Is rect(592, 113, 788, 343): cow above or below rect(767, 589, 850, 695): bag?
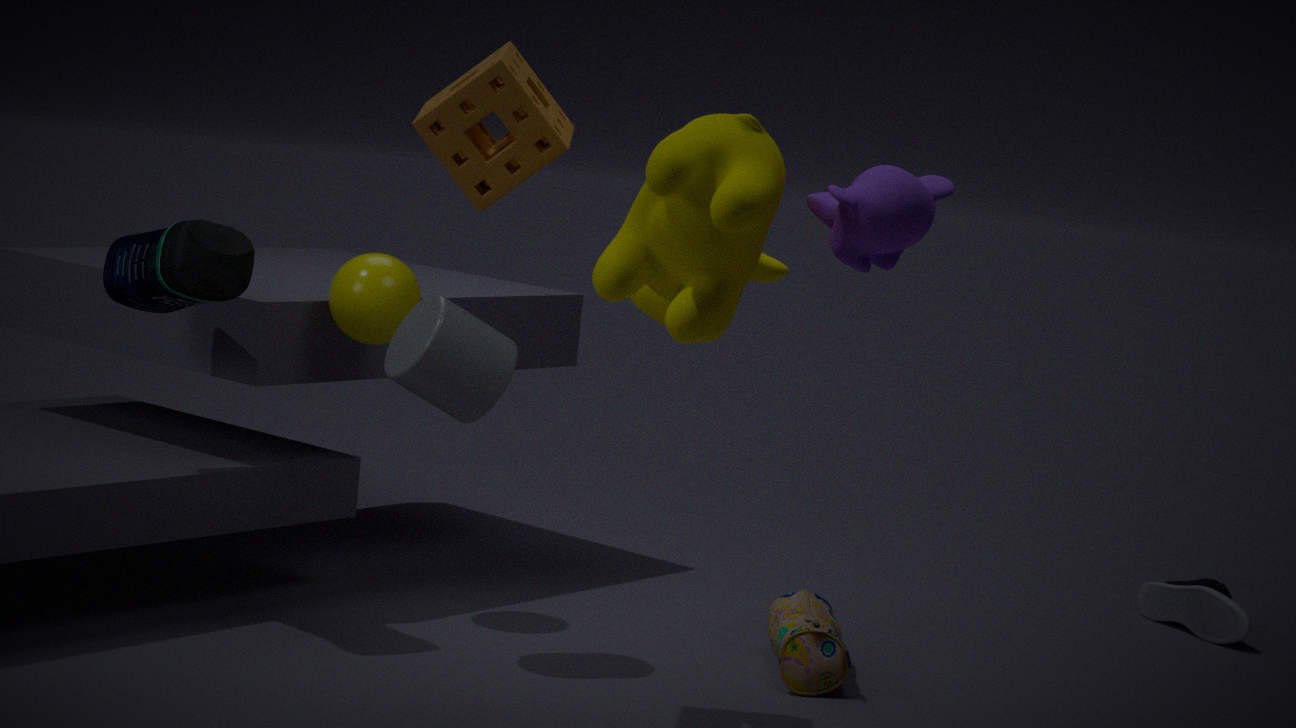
above
